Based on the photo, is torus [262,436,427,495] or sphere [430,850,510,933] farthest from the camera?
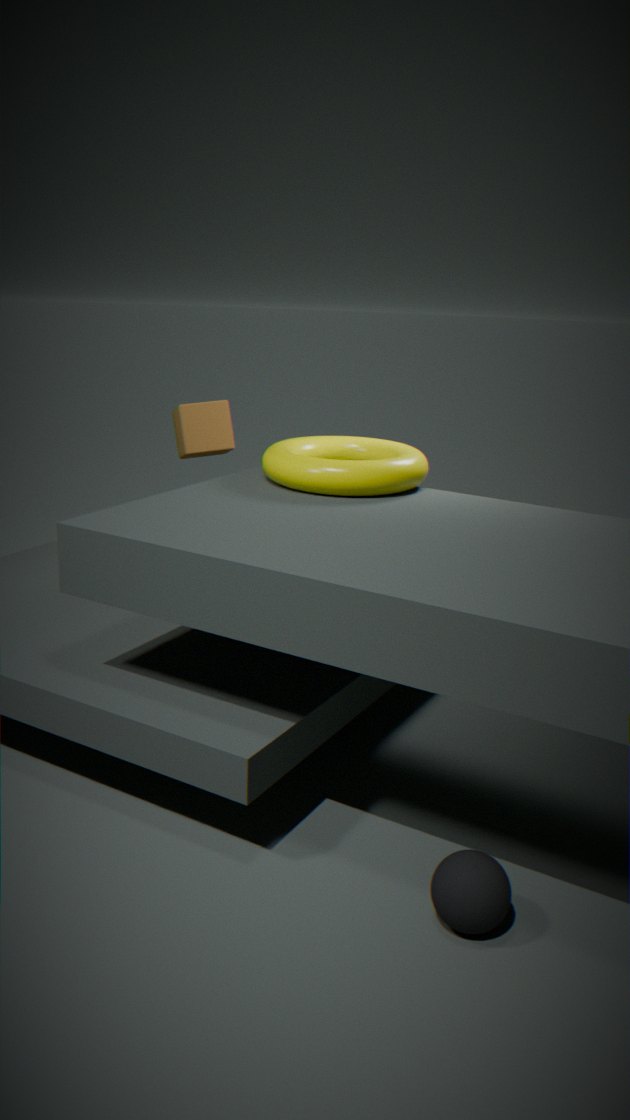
torus [262,436,427,495]
